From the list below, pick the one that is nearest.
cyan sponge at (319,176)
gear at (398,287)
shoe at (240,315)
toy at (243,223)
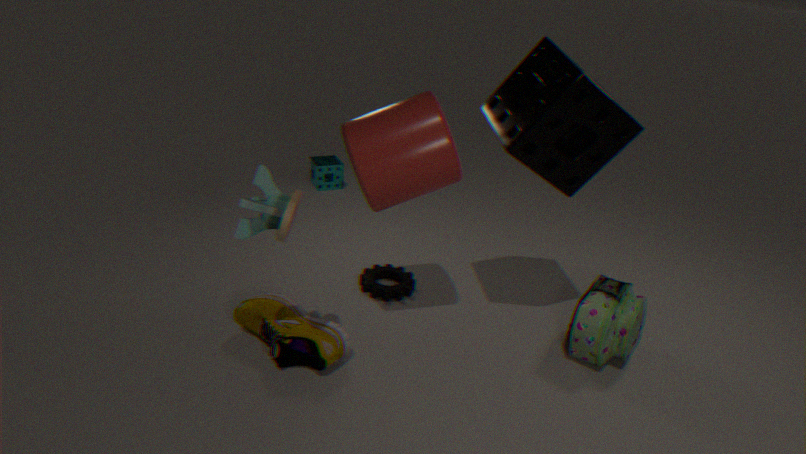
toy at (243,223)
